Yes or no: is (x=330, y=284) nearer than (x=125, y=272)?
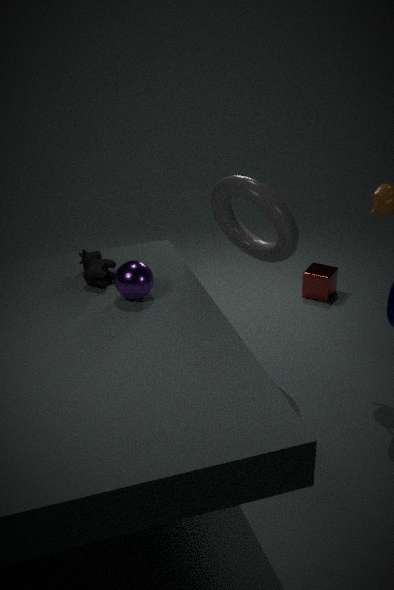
No
